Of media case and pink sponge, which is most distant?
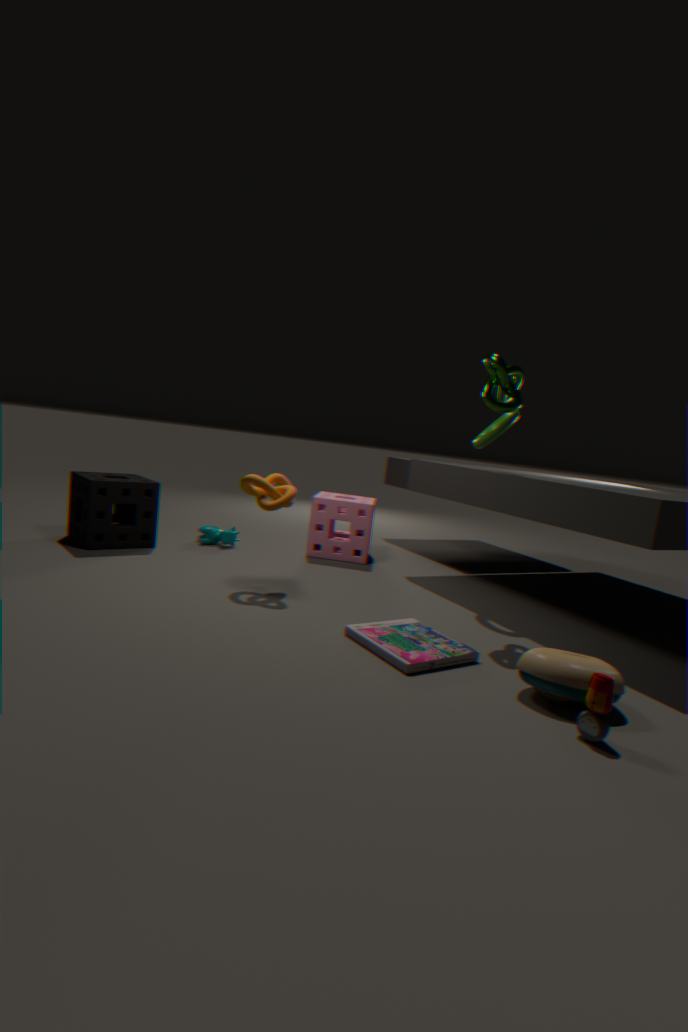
pink sponge
